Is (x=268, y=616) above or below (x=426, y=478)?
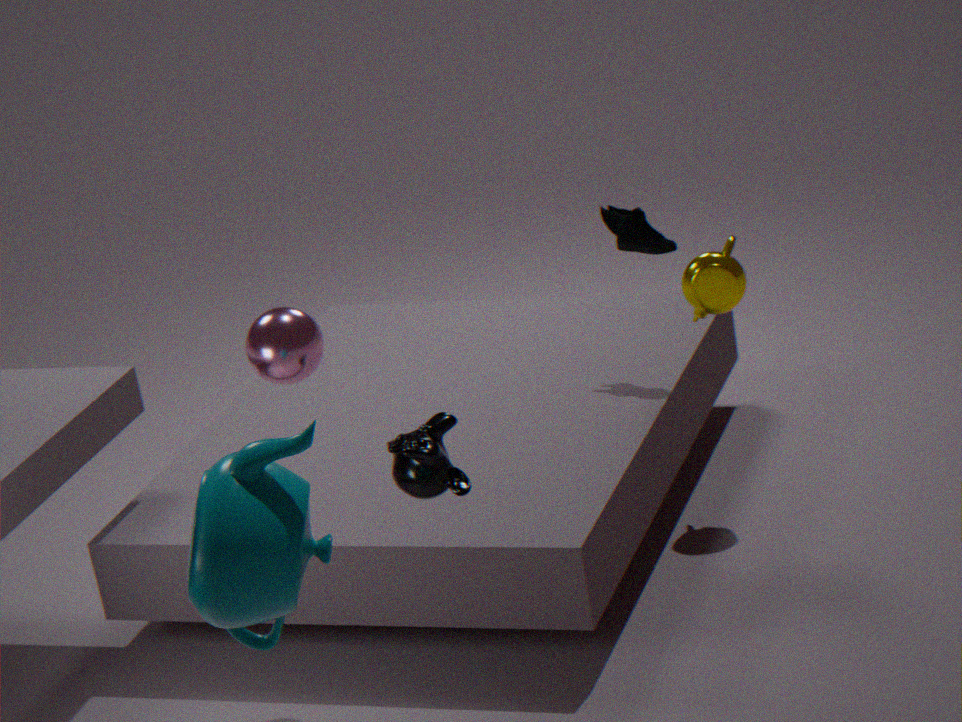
above
